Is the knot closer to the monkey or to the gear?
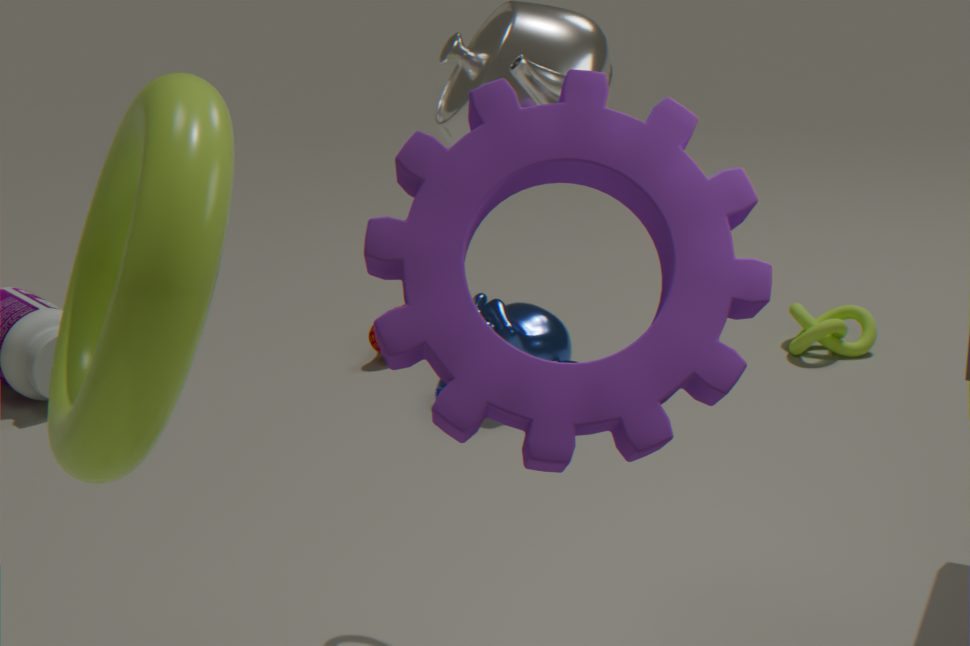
the monkey
